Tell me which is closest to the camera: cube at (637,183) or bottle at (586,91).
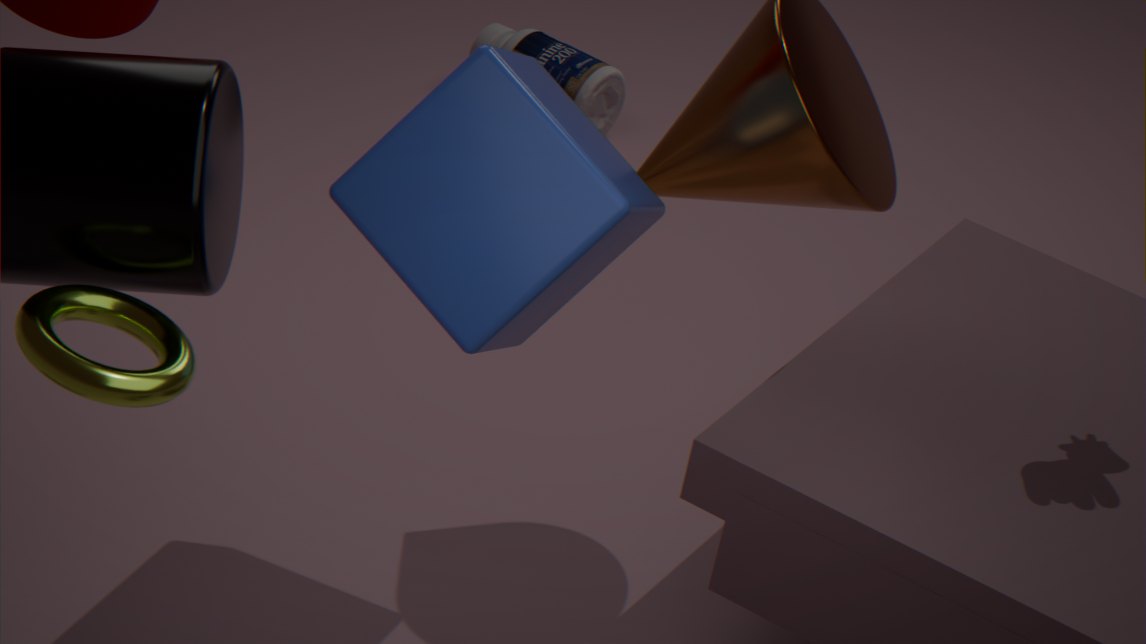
cube at (637,183)
